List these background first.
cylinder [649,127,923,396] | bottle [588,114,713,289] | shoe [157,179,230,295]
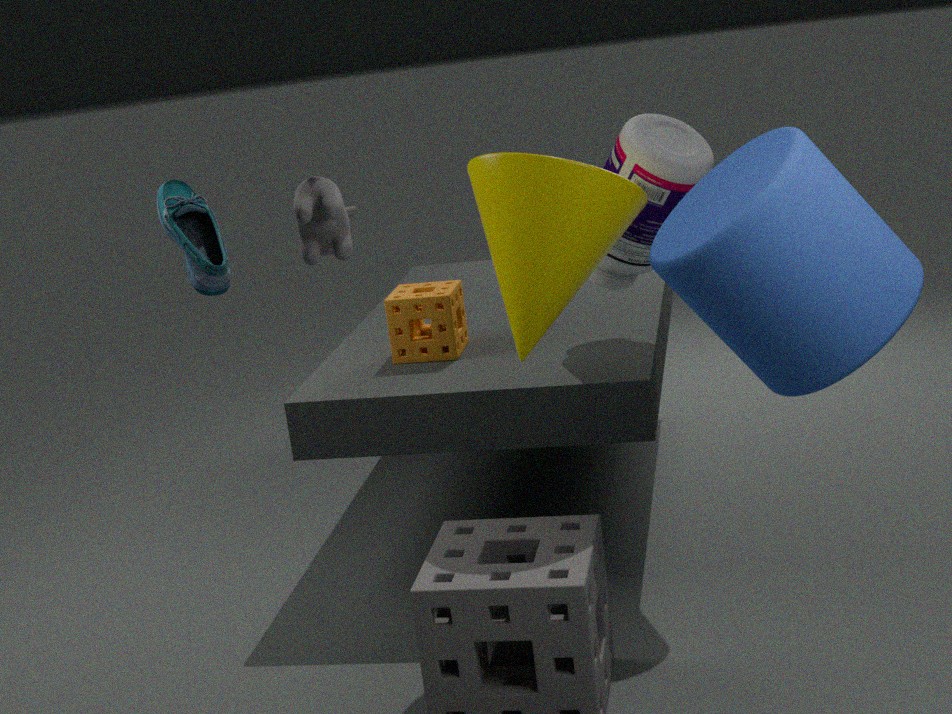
bottle [588,114,713,289]
shoe [157,179,230,295]
cylinder [649,127,923,396]
